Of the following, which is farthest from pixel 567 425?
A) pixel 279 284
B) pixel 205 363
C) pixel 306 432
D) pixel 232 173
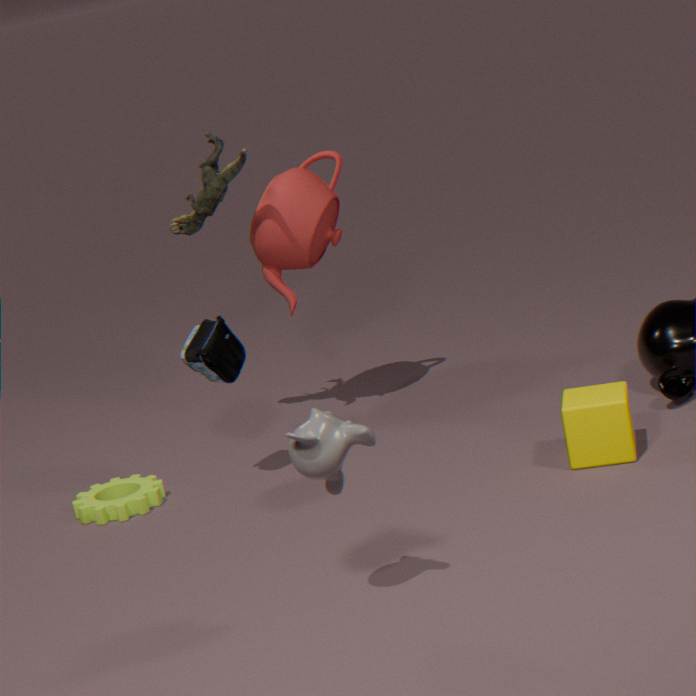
pixel 232 173
